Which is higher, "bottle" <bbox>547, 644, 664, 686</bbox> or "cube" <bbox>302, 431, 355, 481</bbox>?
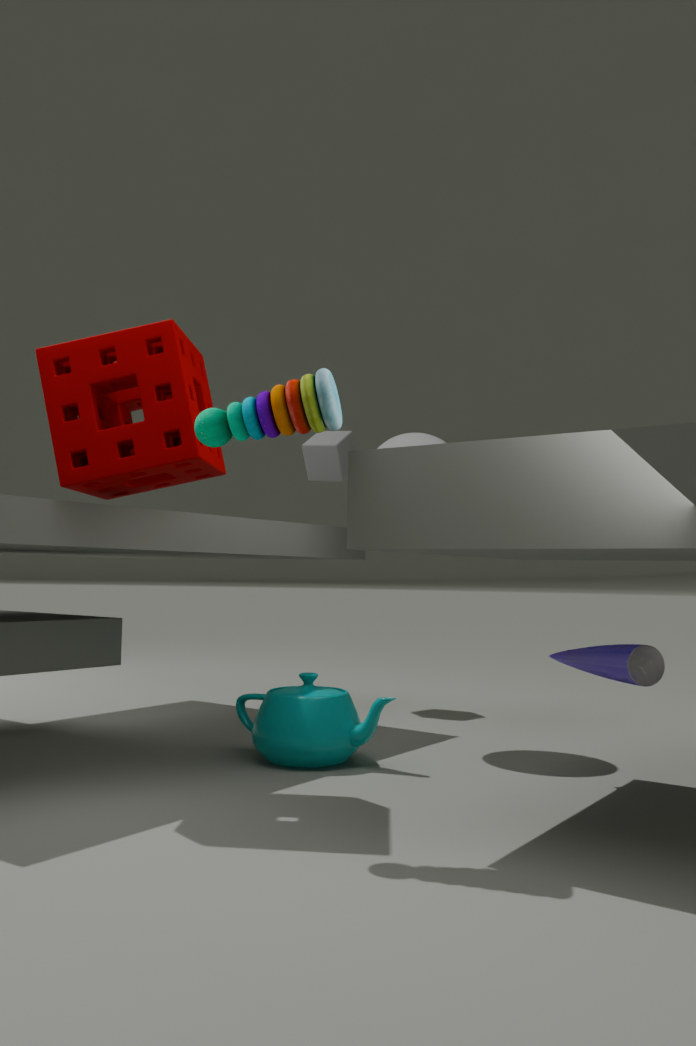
"cube" <bbox>302, 431, 355, 481</bbox>
